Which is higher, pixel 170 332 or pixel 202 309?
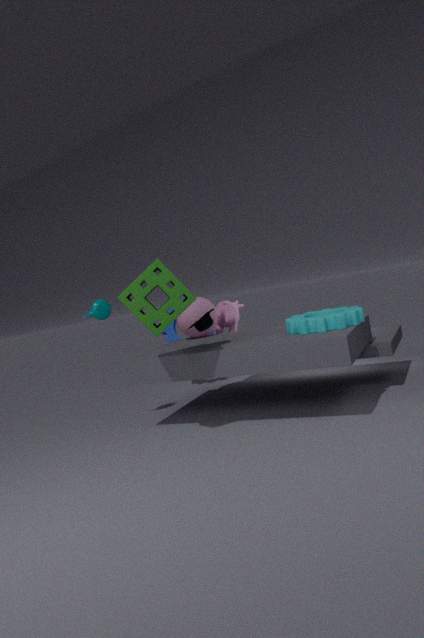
pixel 202 309
